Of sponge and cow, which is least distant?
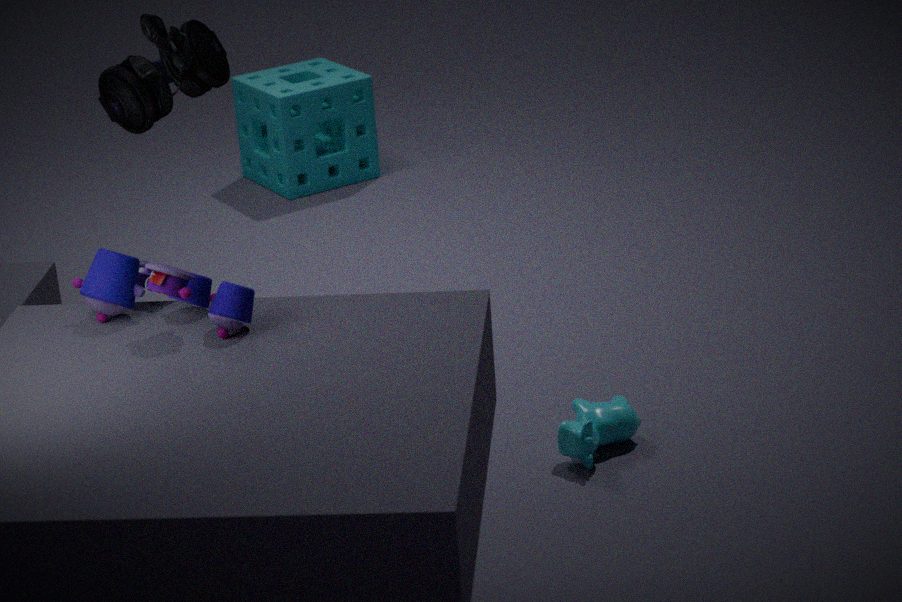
cow
